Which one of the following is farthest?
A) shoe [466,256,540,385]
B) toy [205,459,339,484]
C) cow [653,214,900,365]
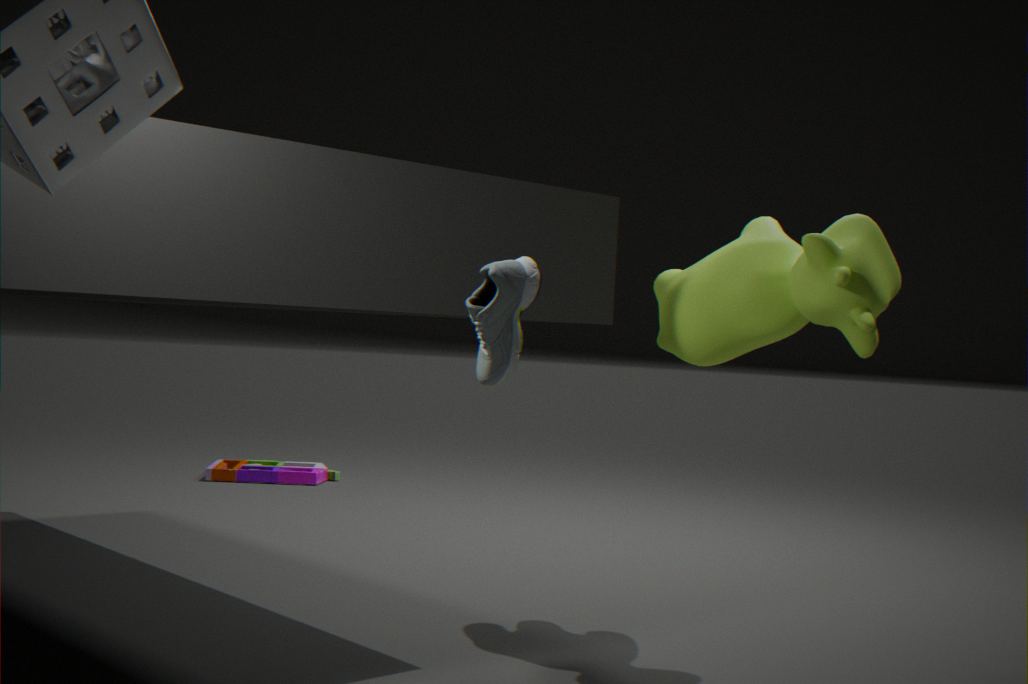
toy [205,459,339,484]
